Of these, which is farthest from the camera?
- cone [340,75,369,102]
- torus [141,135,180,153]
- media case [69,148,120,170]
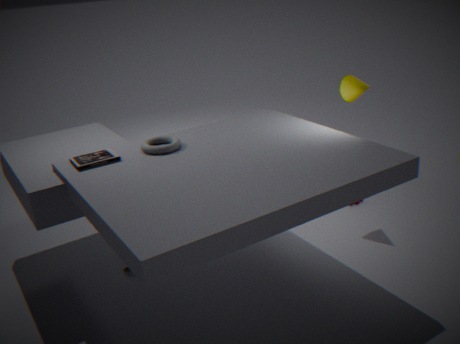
cone [340,75,369,102]
